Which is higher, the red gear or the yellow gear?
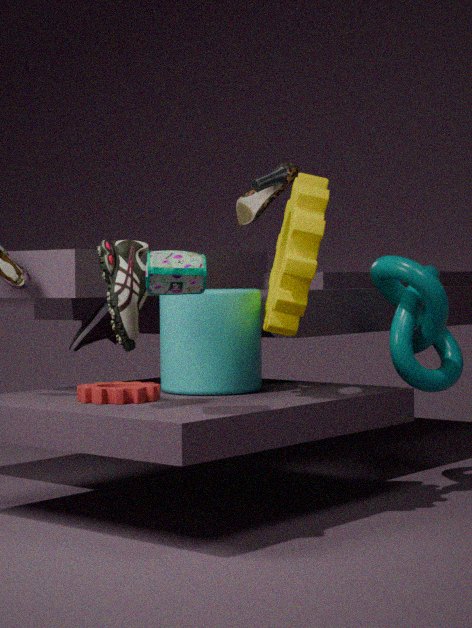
the yellow gear
